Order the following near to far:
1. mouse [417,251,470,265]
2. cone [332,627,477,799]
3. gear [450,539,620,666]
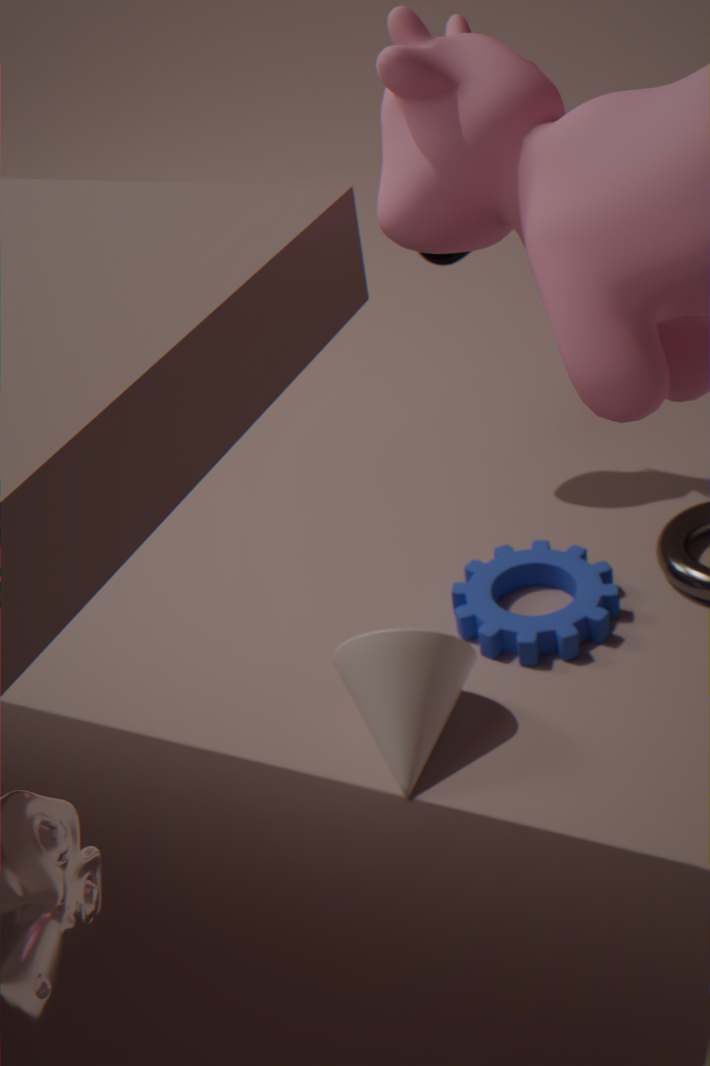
cone [332,627,477,799]
gear [450,539,620,666]
mouse [417,251,470,265]
